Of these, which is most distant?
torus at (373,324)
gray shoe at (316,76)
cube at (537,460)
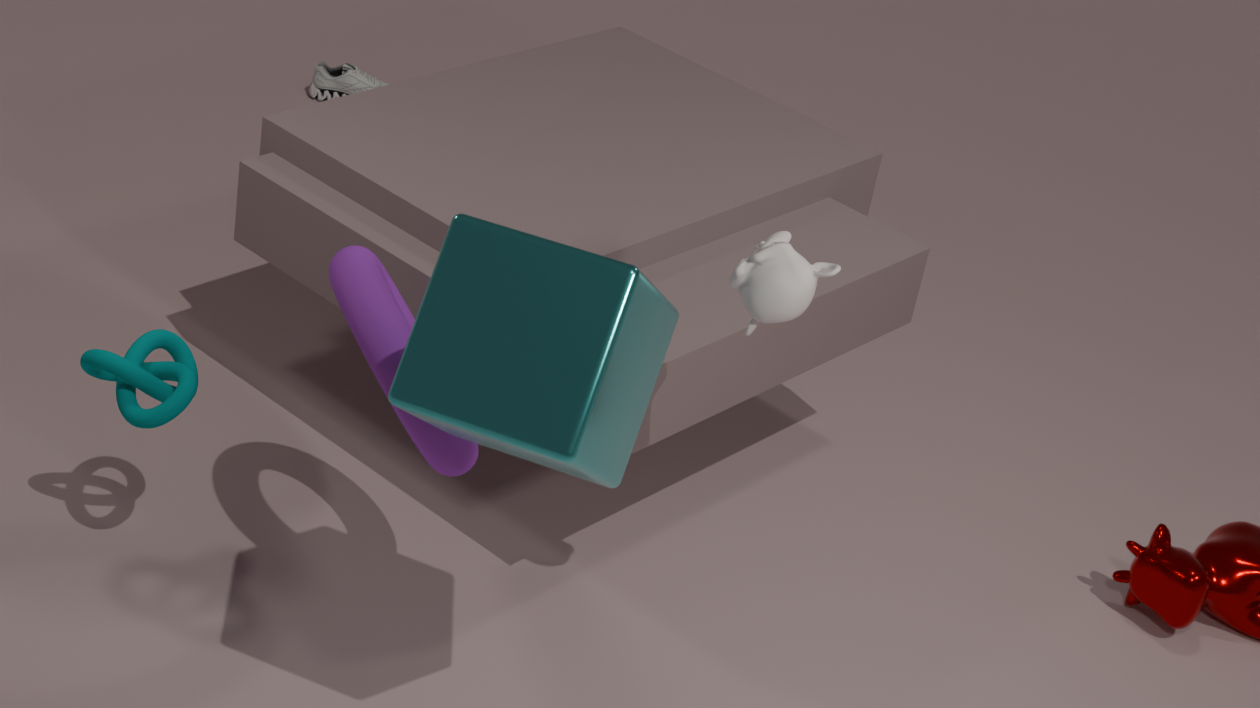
gray shoe at (316,76)
